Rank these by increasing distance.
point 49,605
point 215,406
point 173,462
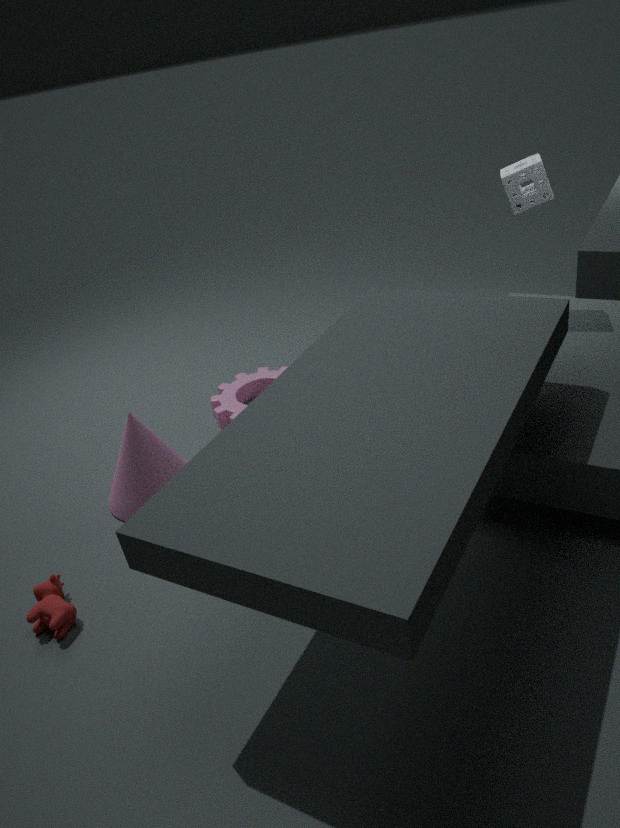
point 49,605 → point 173,462 → point 215,406
